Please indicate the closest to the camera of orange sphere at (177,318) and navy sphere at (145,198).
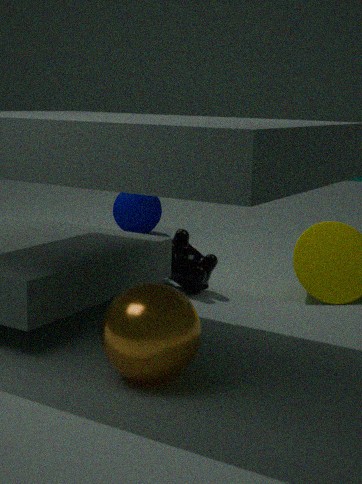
orange sphere at (177,318)
